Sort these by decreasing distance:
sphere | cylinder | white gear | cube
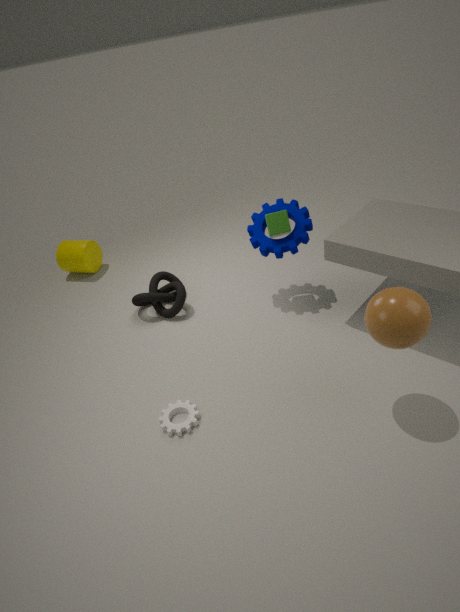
cylinder, cube, white gear, sphere
